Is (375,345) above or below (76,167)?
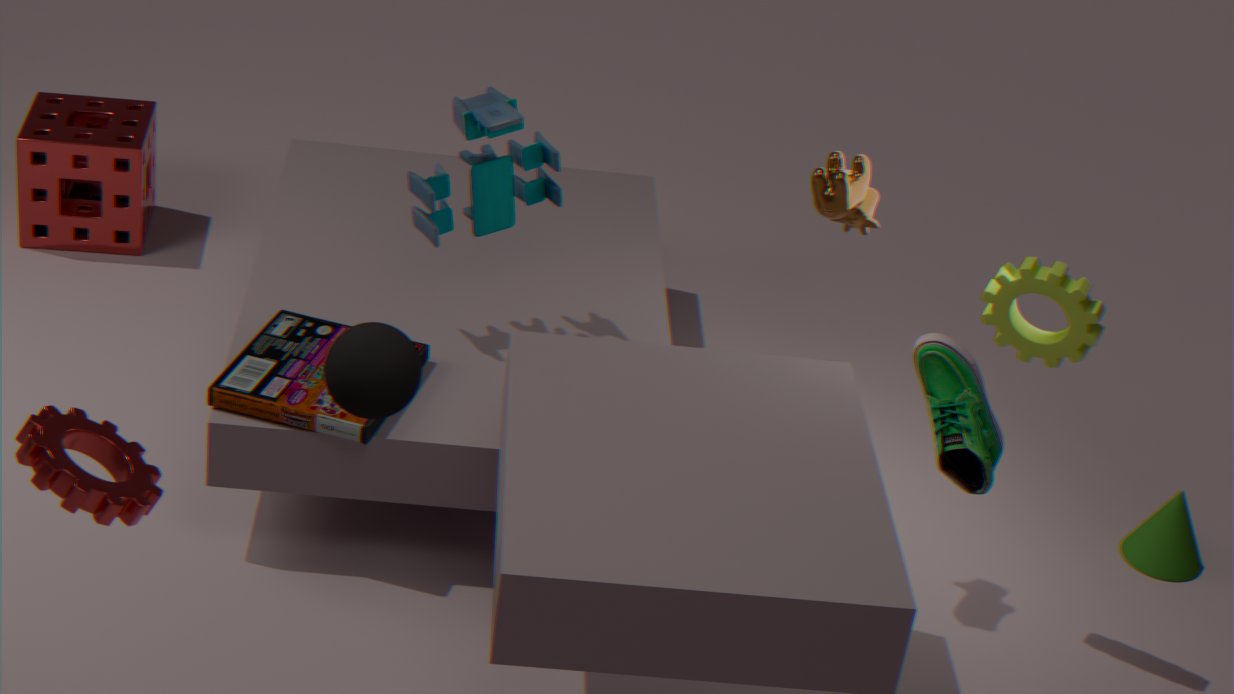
above
